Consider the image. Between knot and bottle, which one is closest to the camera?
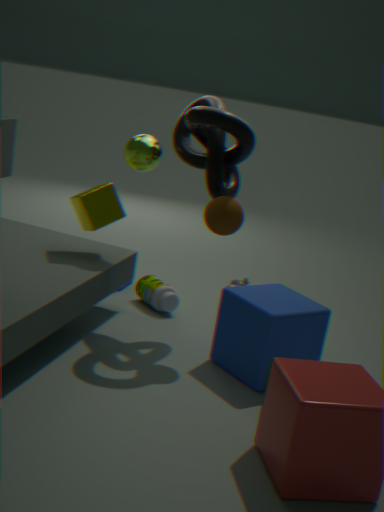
knot
